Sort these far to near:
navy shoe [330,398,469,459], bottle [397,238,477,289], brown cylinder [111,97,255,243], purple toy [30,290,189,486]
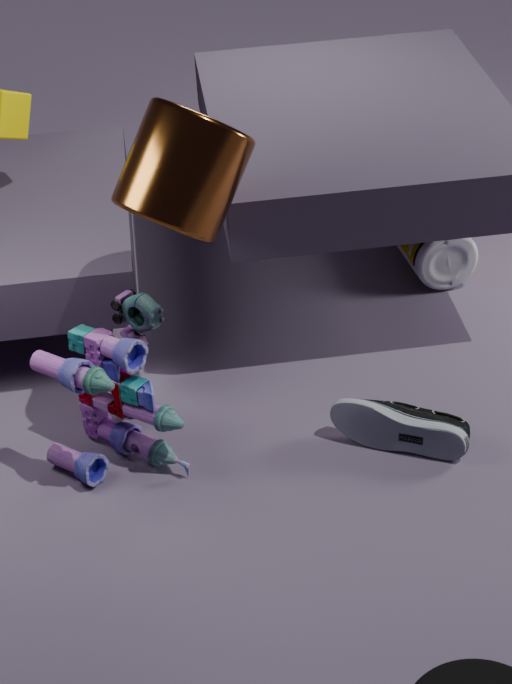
bottle [397,238,477,289] < navy shoe [330,398,469,459] < purple toy [30,290,189,486] < brown cylinder [111,97,255,243]
